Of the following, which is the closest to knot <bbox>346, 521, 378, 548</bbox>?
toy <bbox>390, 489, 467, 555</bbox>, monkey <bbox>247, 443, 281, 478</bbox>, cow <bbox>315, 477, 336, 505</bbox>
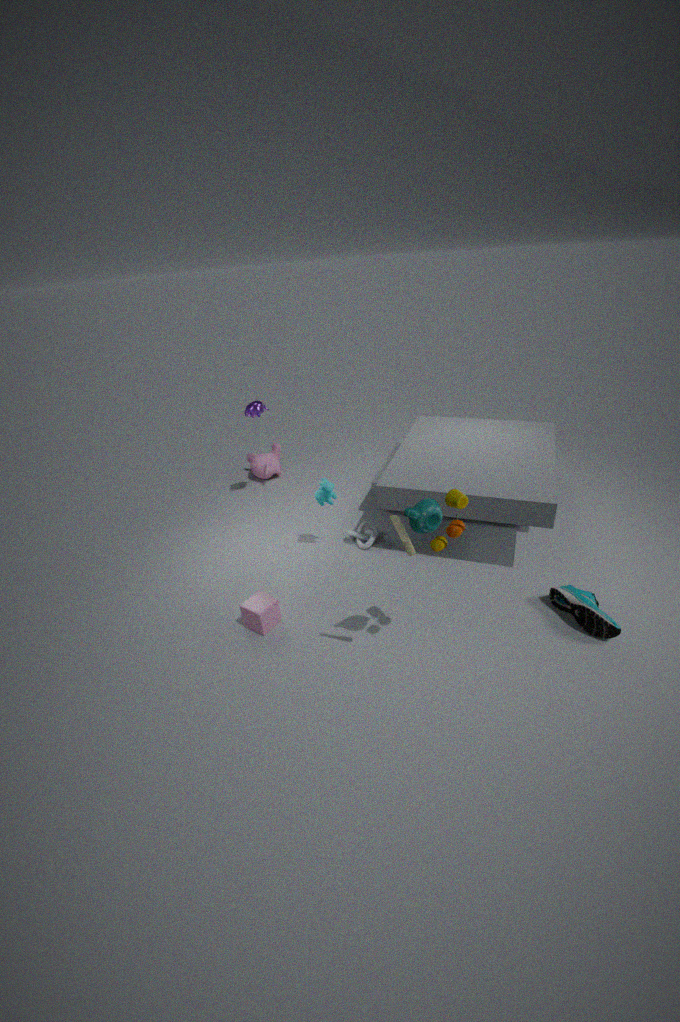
cow <bbox>315, 477, 336, 505</bbox>
